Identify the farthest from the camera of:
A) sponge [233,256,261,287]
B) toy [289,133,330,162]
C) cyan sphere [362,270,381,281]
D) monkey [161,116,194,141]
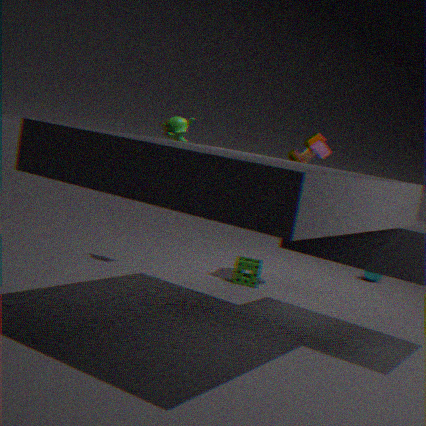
cyan sphere [362,270,381,281]
